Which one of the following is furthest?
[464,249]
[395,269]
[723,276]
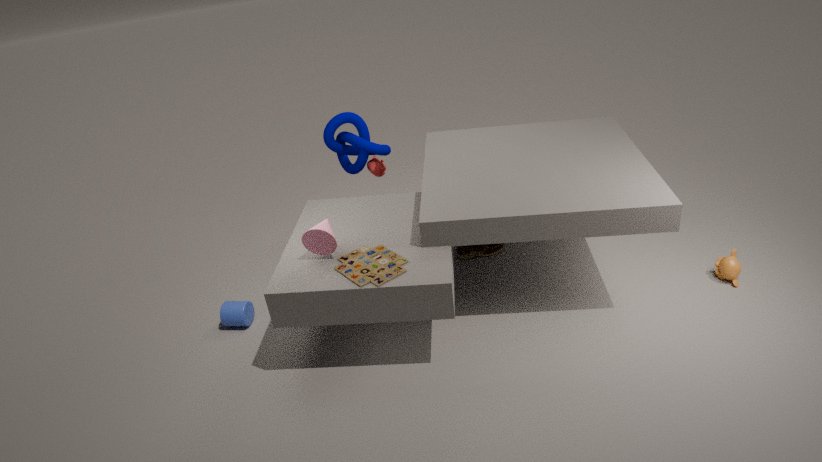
[464,249]
